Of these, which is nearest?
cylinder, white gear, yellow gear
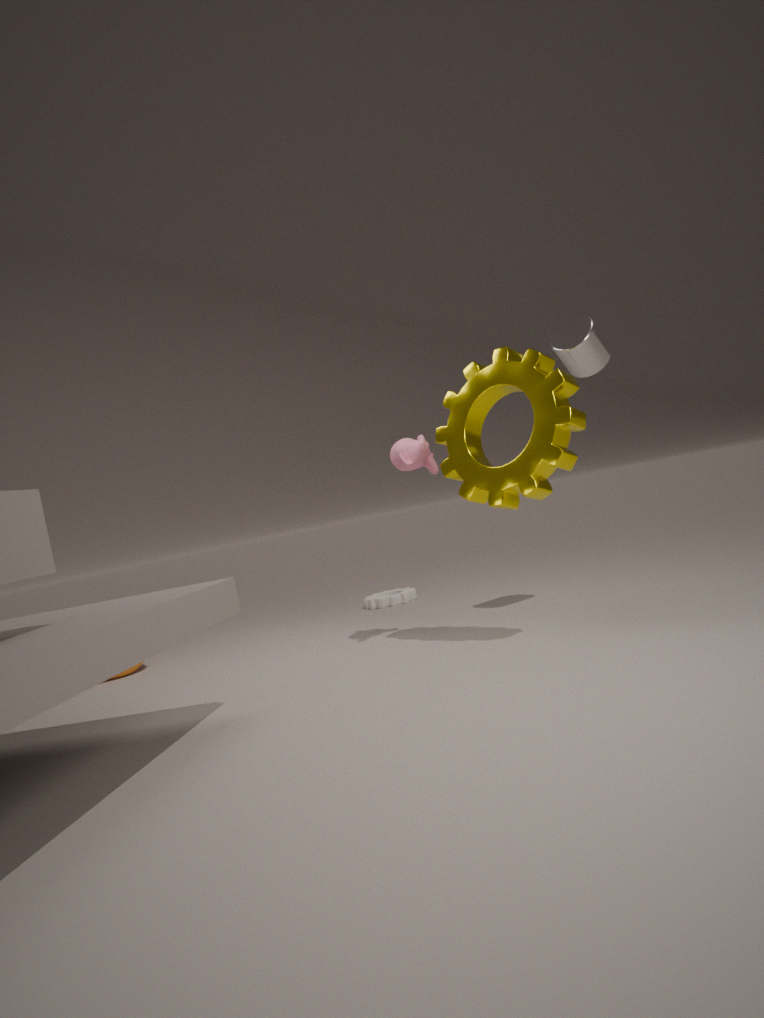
yellow gear
